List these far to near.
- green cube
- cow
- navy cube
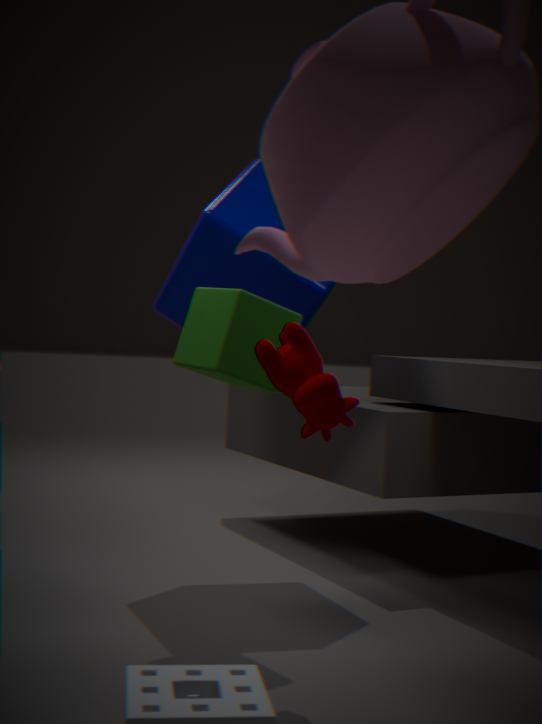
navy cube < green cube < cow
